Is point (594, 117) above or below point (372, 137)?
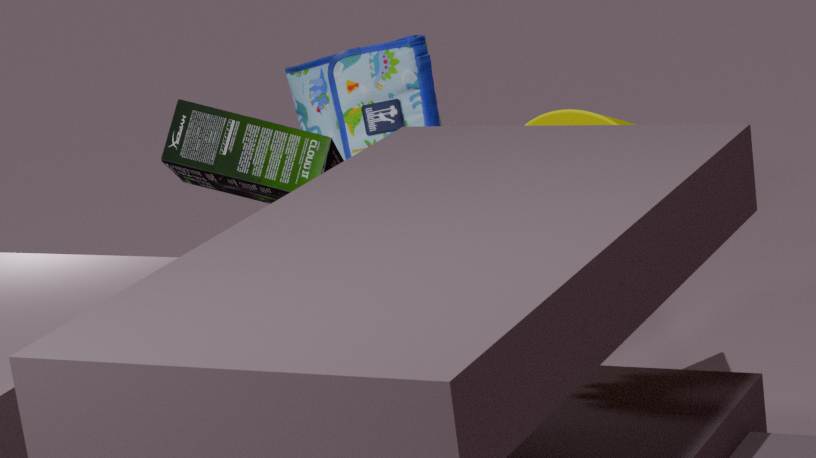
below
